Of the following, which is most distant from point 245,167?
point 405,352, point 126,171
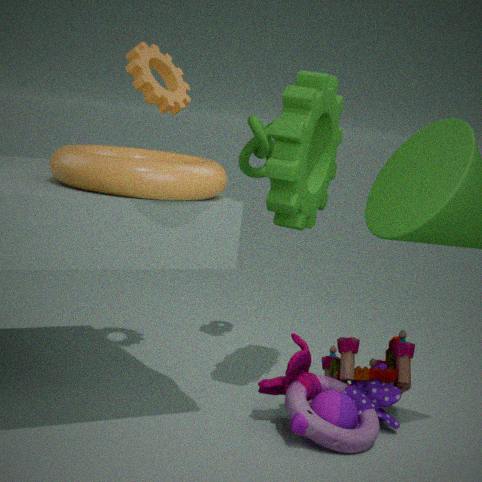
point 405,352
